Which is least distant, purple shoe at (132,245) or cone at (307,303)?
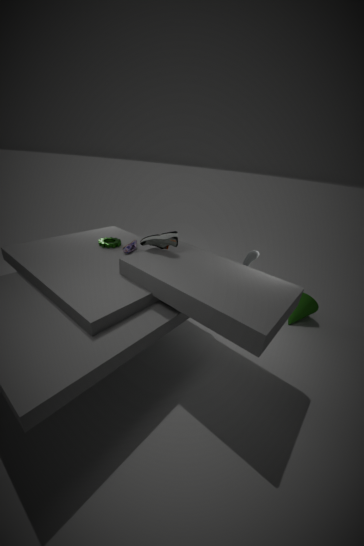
purple shoe at (132,245)
